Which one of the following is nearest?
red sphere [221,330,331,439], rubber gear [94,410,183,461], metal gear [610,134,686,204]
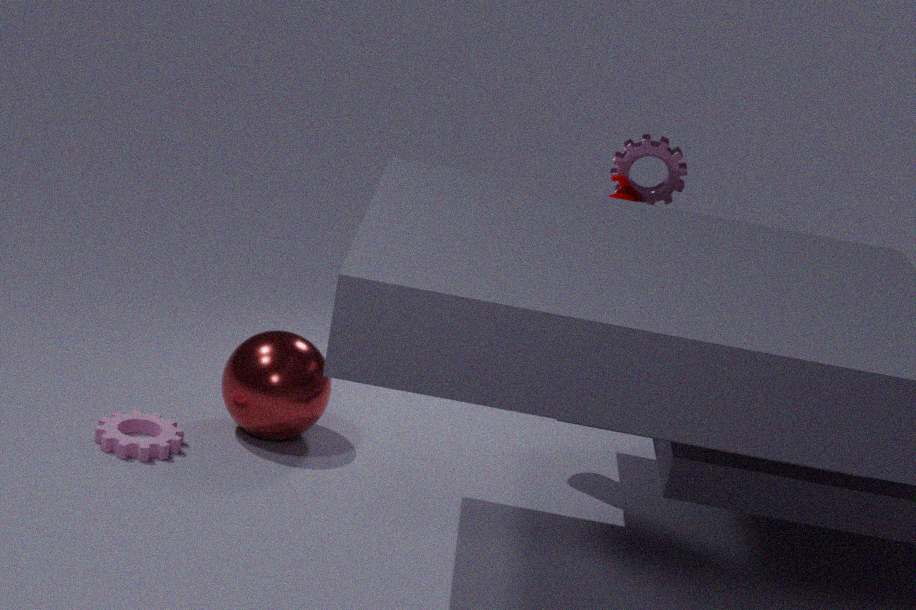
rubber gear [94,410,183,461]
